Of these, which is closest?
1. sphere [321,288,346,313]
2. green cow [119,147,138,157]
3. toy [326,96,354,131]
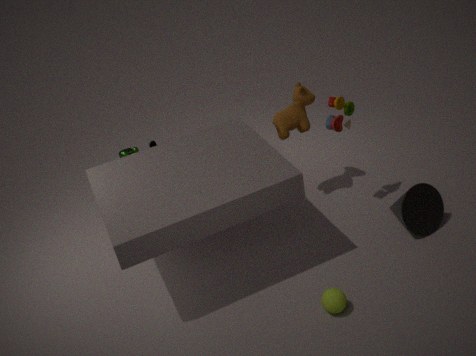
sphere [321,288,346,313]
